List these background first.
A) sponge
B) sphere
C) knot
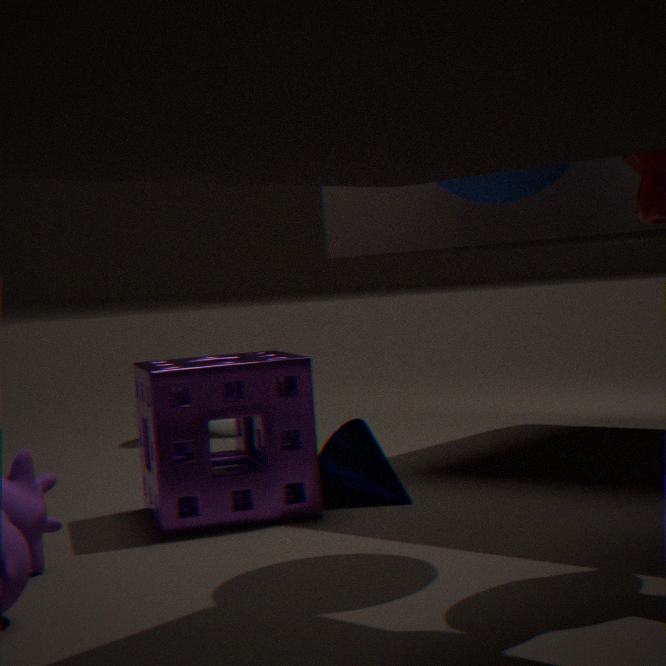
knot < sponge < sphere
